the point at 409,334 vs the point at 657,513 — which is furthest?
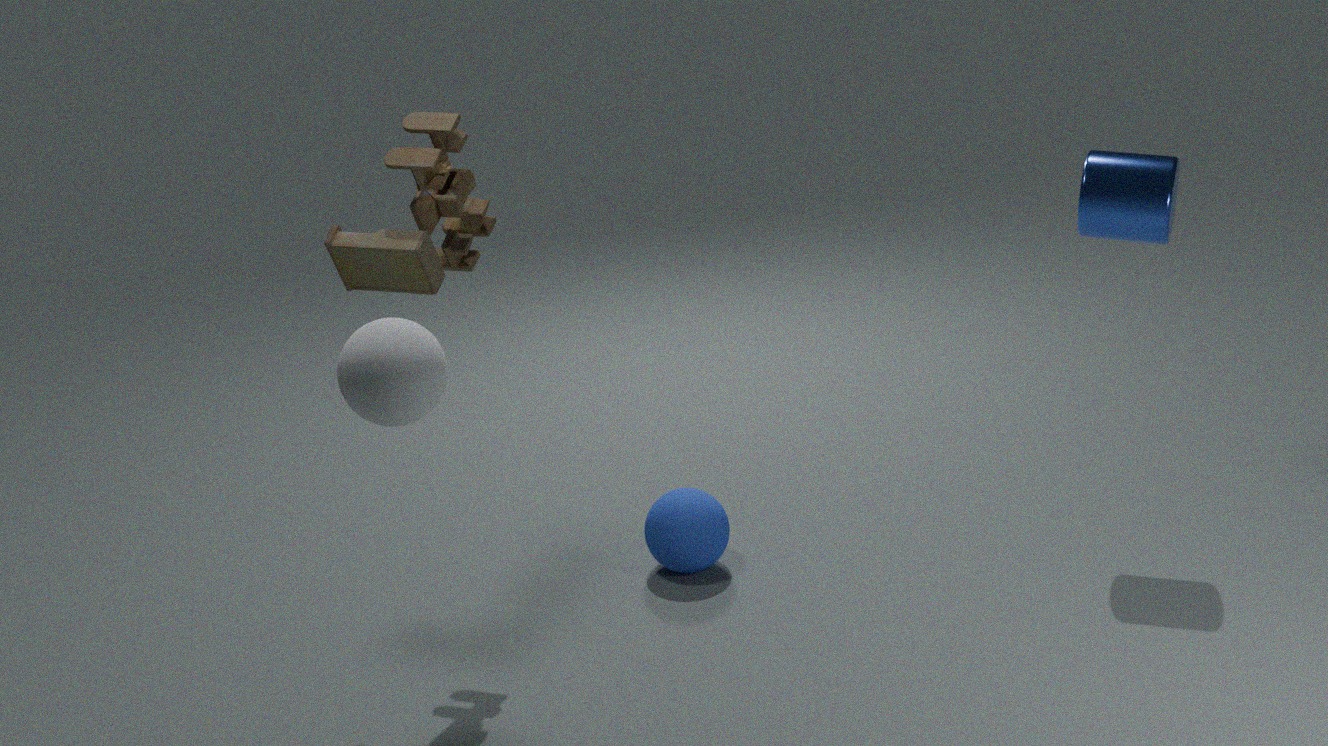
the point at 657,513
